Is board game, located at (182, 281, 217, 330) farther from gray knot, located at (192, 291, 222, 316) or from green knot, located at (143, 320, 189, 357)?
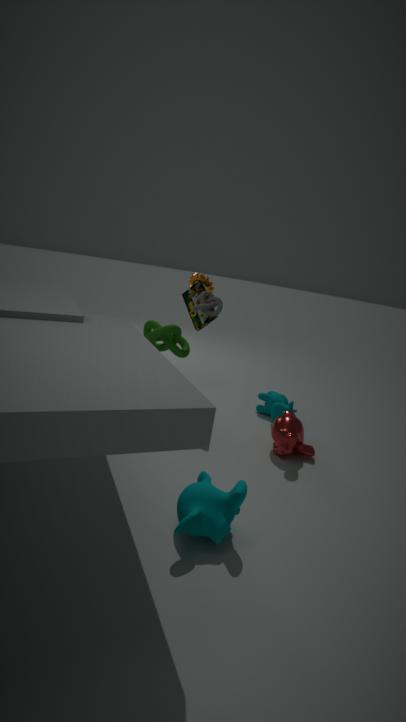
gray knot, located at (192, 291, 222, 316)
